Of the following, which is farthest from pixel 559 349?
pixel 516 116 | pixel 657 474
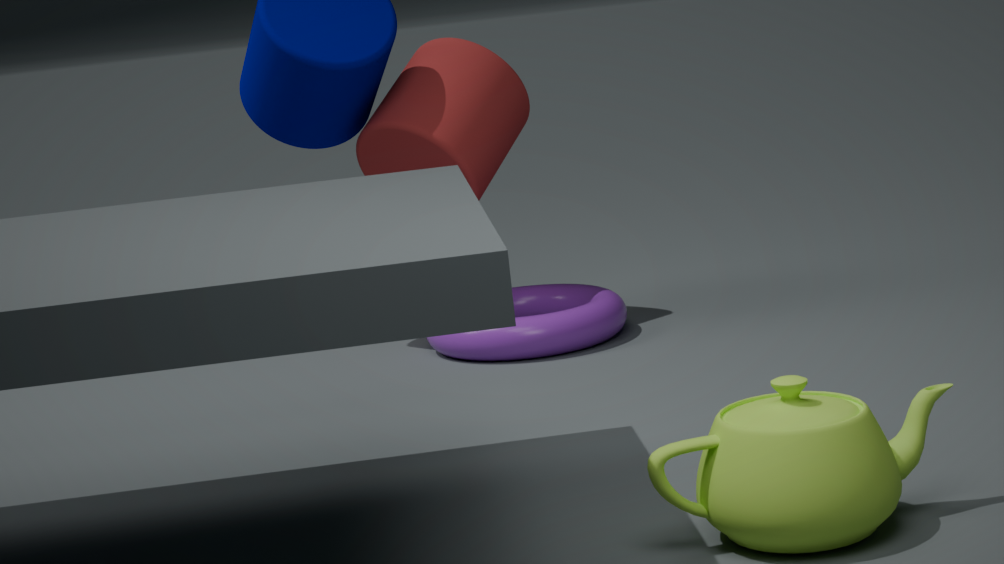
pixel 657 474
